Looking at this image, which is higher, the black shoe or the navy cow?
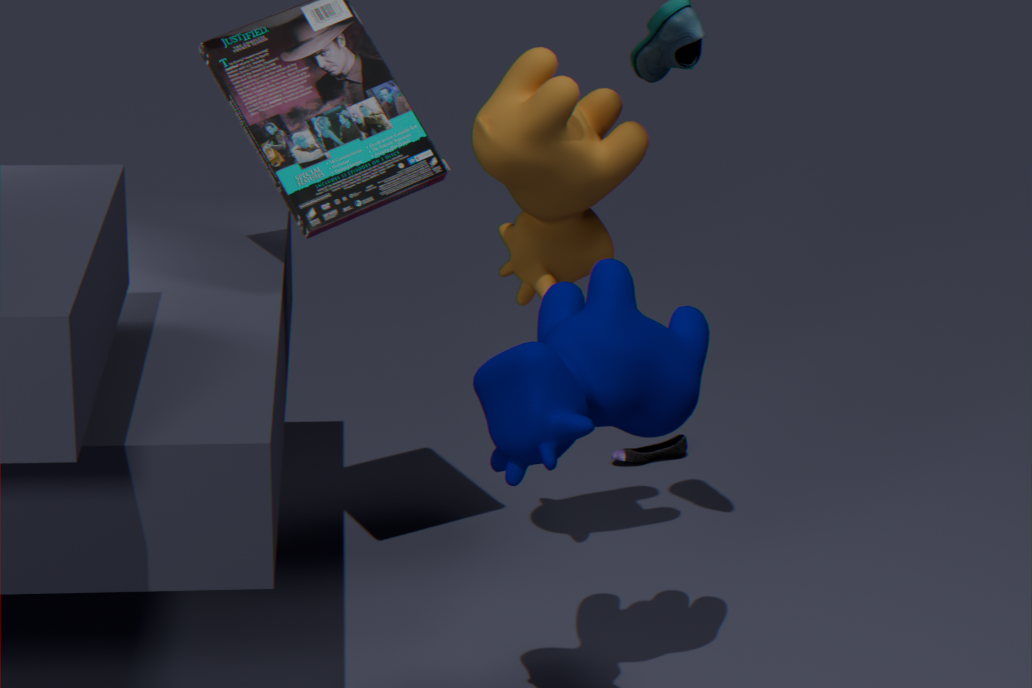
the navy cow
